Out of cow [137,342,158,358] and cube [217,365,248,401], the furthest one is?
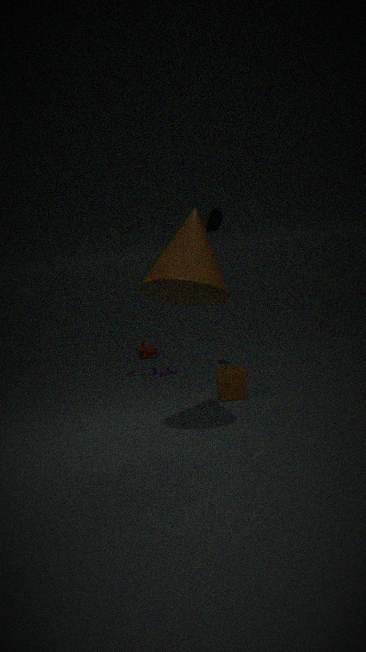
cow [137,342,158,358]
